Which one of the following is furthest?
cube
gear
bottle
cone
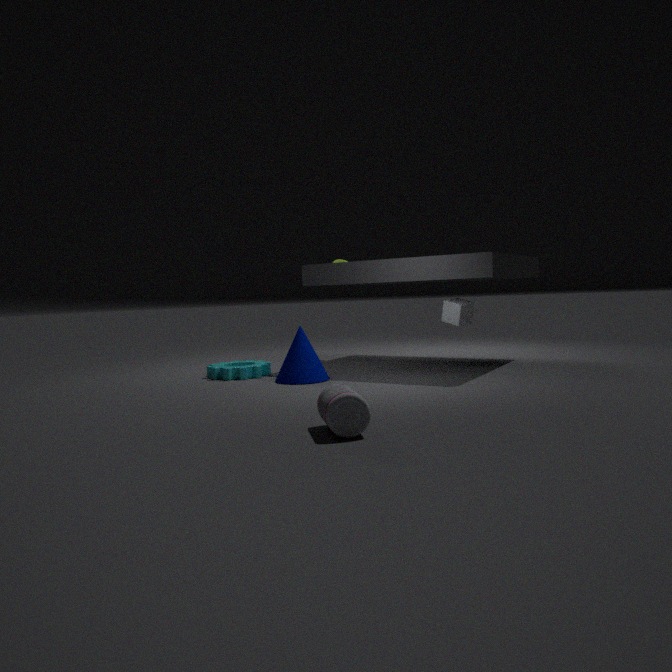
gear
